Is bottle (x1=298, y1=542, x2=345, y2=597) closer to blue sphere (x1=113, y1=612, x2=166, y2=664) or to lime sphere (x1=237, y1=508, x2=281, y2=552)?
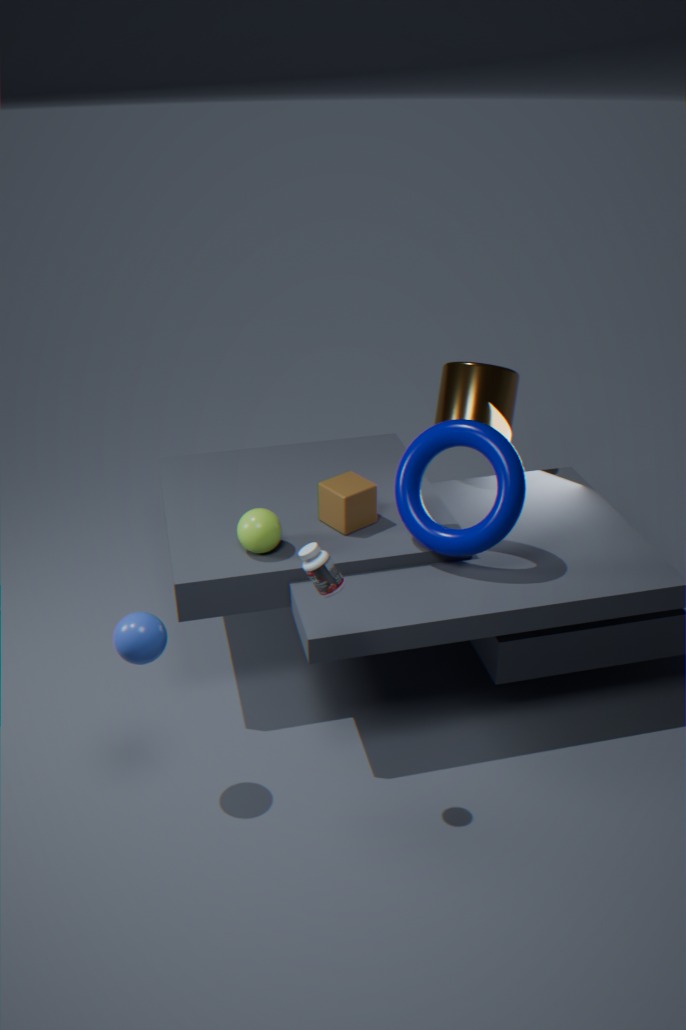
blue sphere (x1=113, y1=612, x2=166, y2=664)
